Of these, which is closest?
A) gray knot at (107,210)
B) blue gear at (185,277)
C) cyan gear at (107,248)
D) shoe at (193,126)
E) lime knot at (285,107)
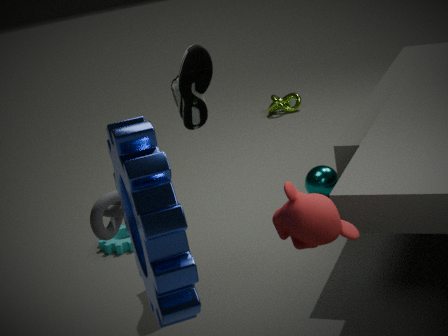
blue gear at (185,277)
